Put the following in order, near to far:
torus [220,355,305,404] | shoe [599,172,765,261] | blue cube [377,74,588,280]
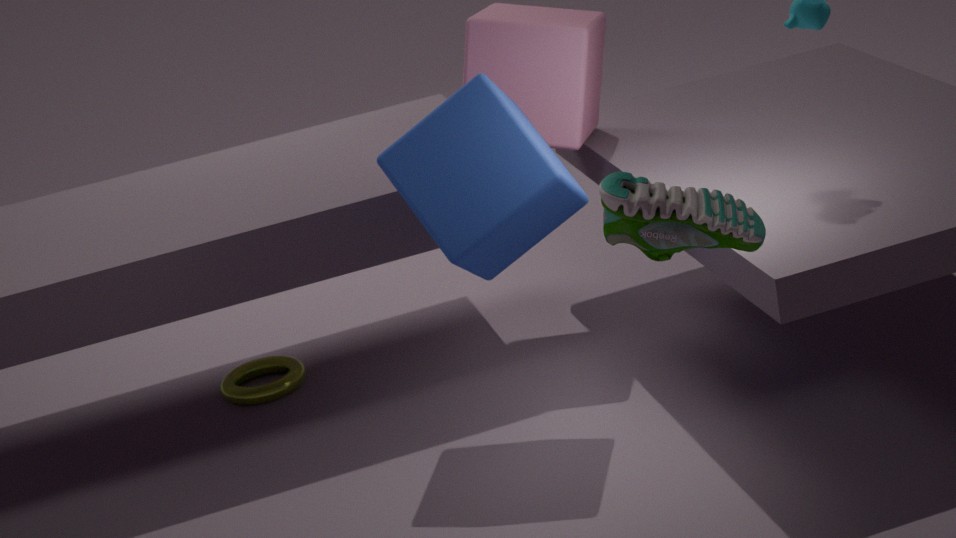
shoe [599,172,765,261] < blue cube [377,74,588,280] < torus [220,355,305,404]
